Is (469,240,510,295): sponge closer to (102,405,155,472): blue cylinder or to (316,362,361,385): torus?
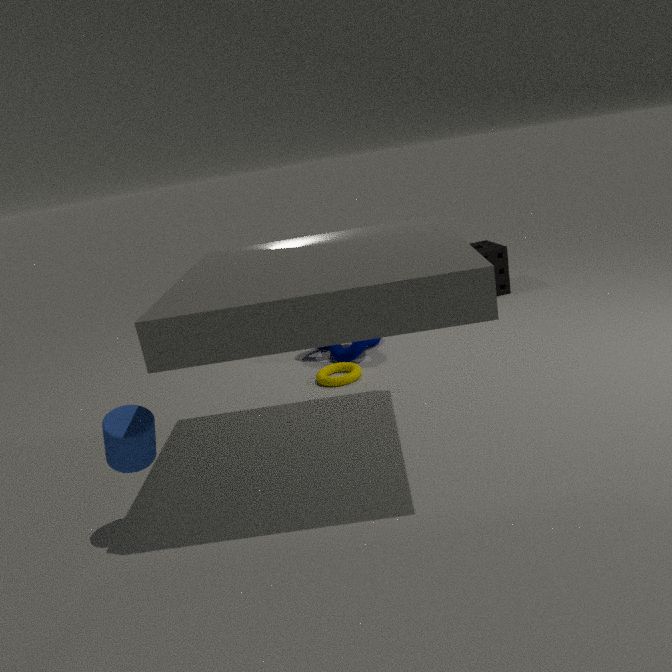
(316,362,361,385): torus
